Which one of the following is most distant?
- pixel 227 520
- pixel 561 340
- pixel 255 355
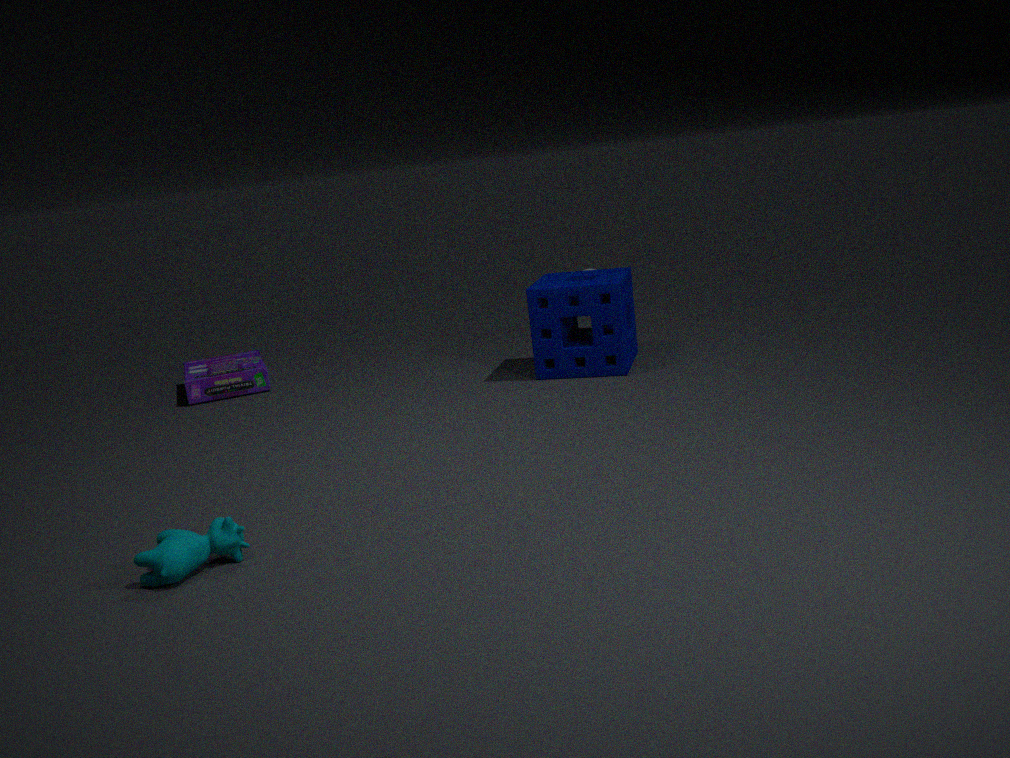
pixel 255 355
